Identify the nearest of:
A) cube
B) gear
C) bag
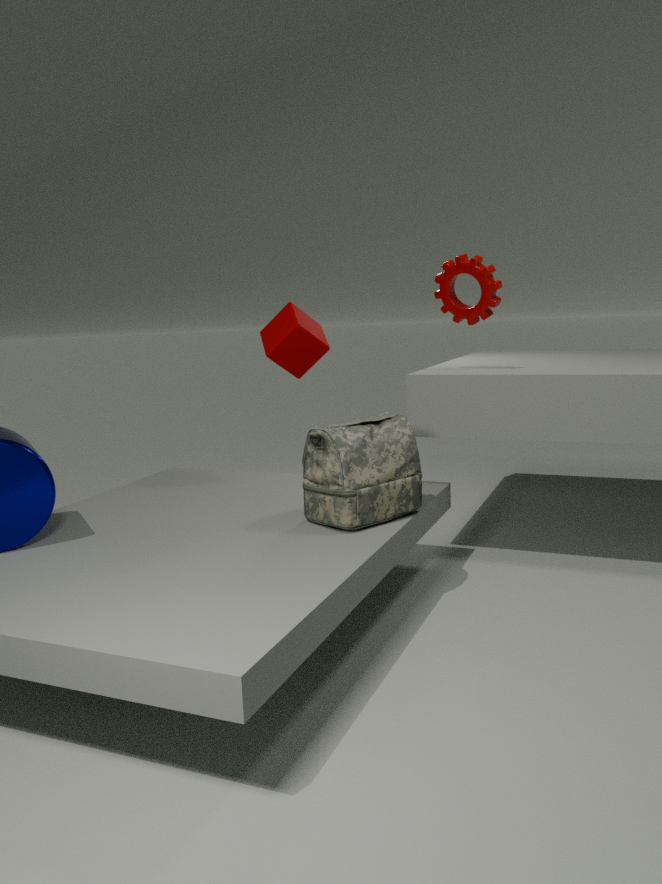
bag
